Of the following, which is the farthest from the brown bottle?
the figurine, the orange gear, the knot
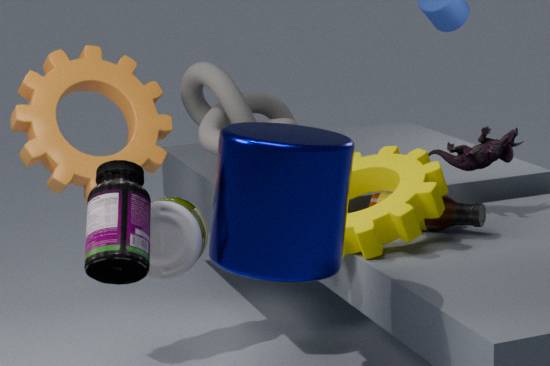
the orange gear
